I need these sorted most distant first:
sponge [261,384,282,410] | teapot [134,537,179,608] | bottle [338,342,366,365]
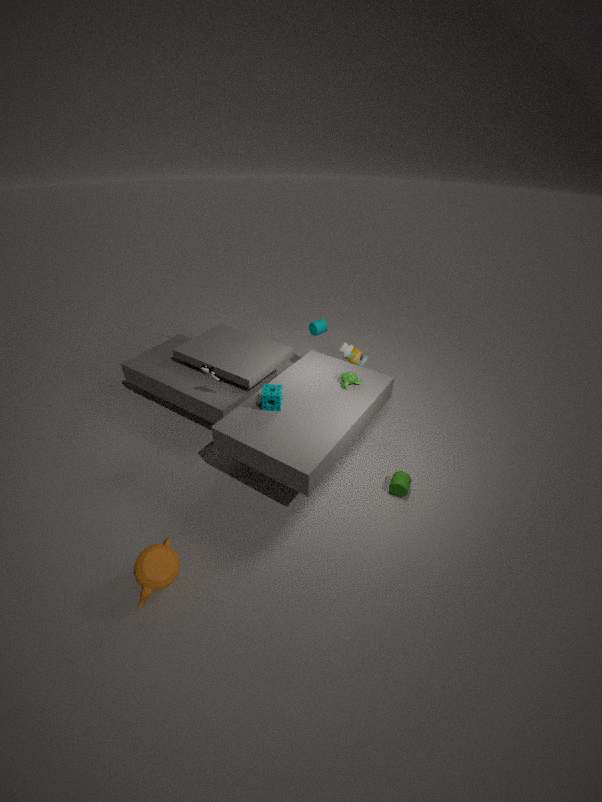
bottle [338,342,366,365], sponge [261,384,282,410], teapot [134,537,179,608]
